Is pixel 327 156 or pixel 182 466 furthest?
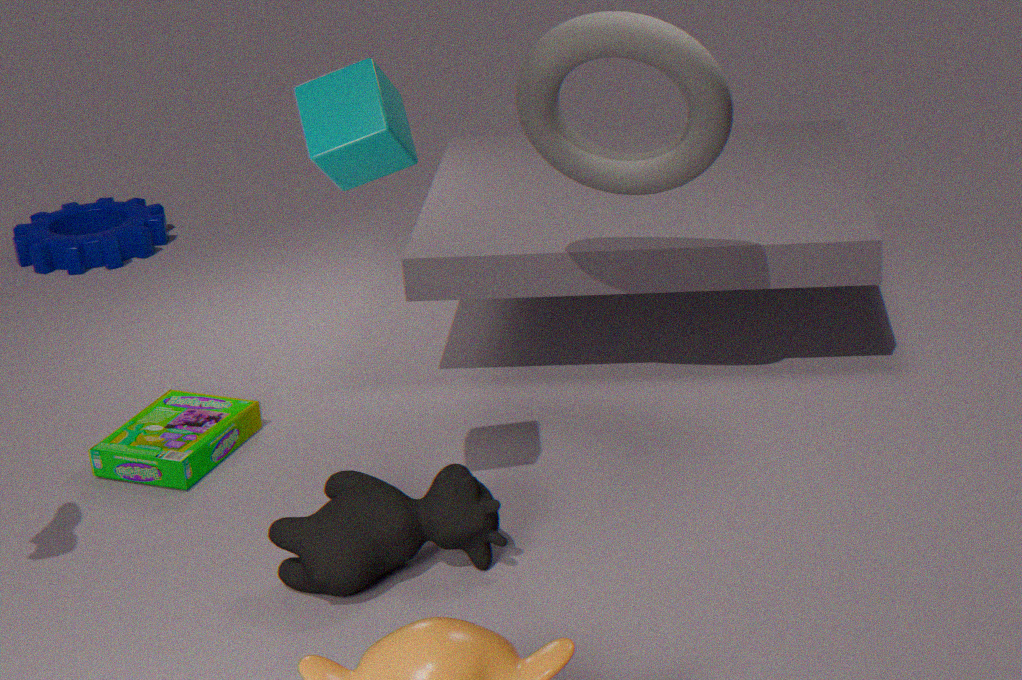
pixel 182 466
